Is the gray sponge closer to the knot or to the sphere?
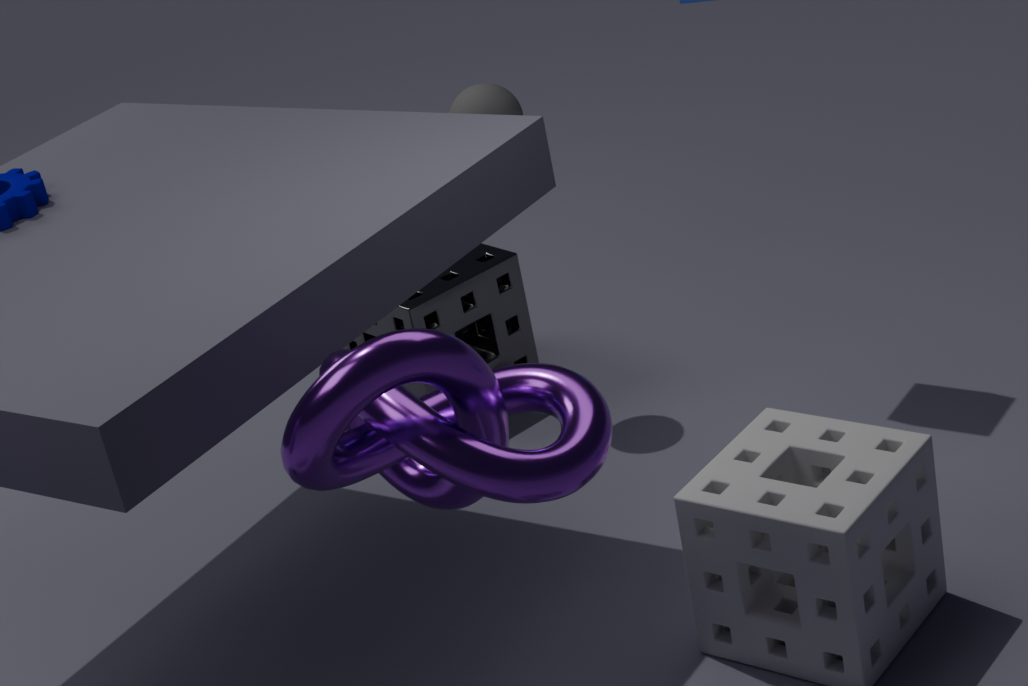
the sphere
